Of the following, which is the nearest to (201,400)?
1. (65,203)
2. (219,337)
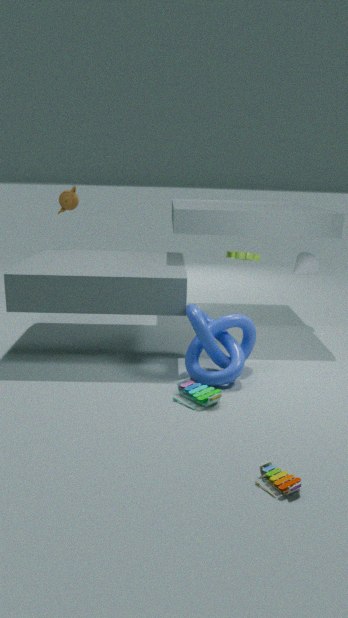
(219,337)
